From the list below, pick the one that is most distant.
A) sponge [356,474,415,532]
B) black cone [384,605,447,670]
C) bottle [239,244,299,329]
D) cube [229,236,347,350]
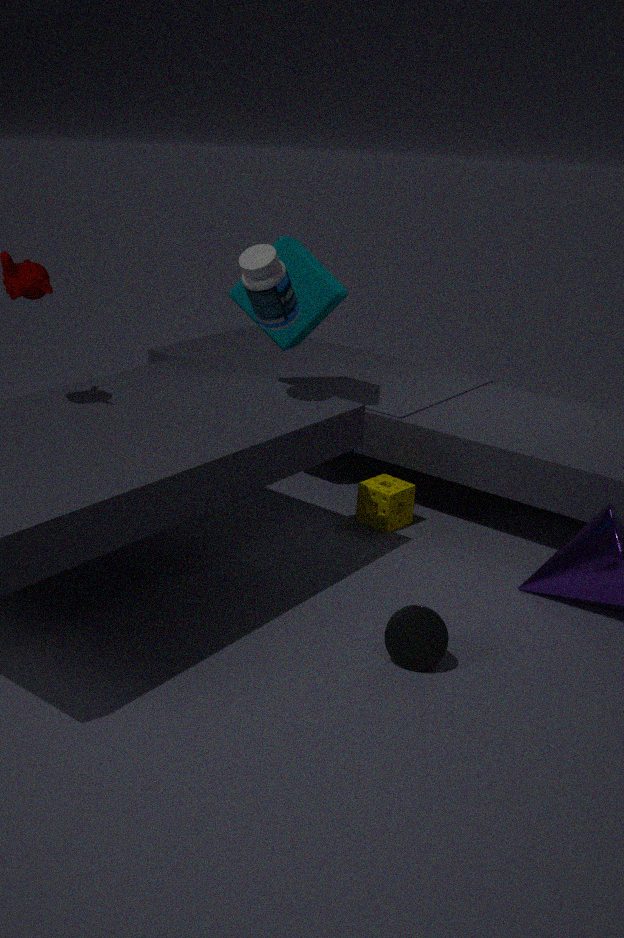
cube [229,236,347,350]
